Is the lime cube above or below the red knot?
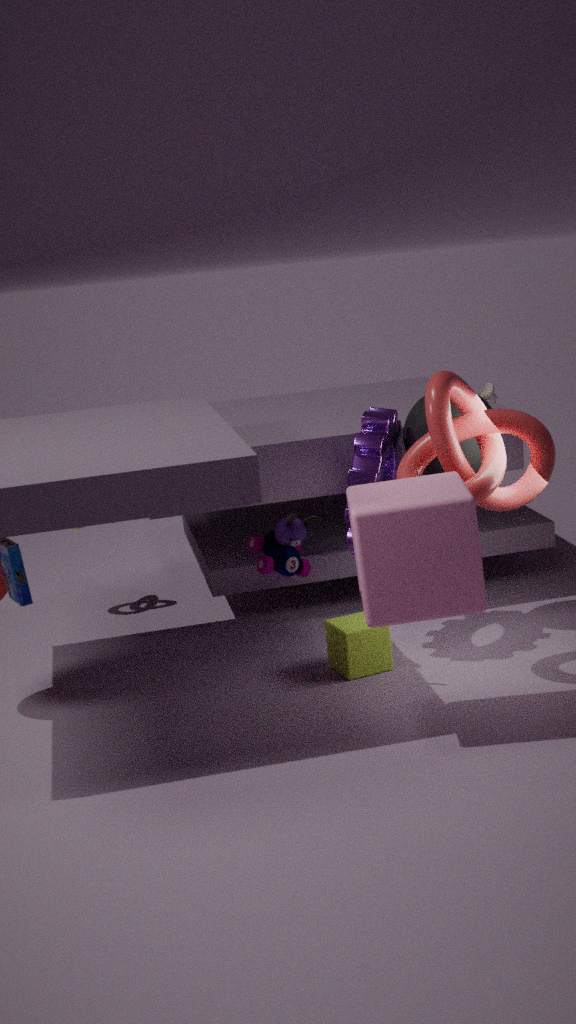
below
